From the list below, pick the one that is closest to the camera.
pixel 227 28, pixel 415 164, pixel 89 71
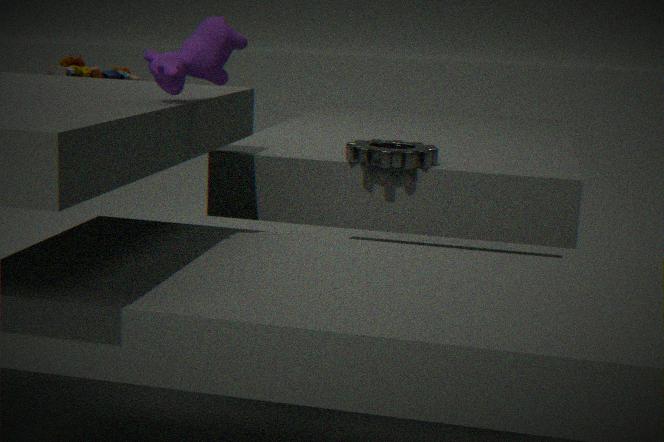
pixel 227 28
